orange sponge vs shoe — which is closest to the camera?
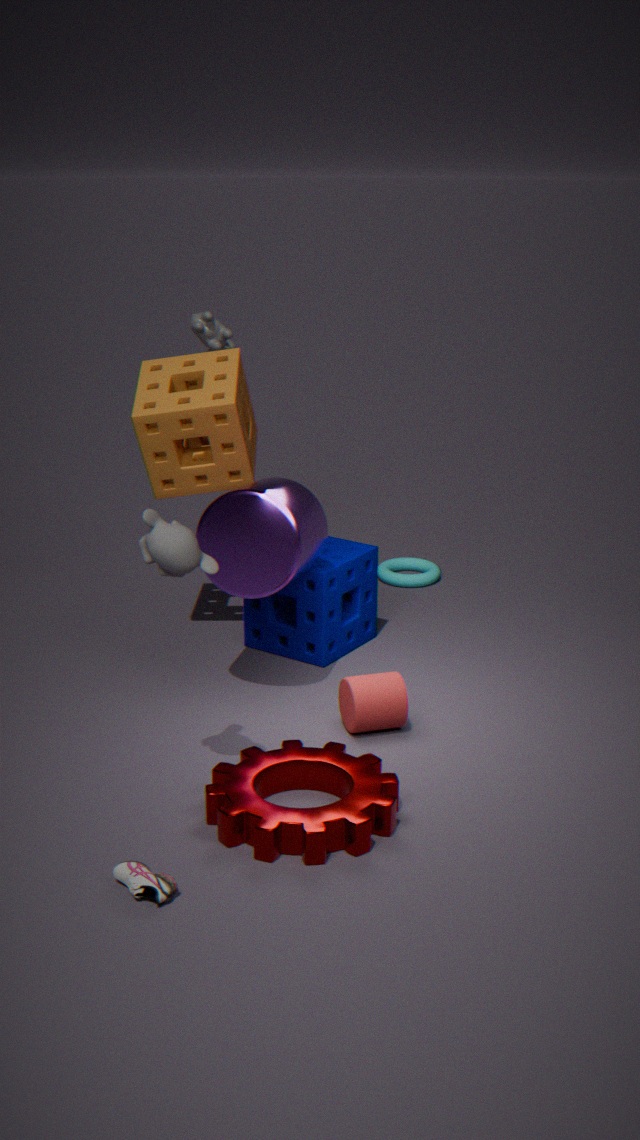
shoe
